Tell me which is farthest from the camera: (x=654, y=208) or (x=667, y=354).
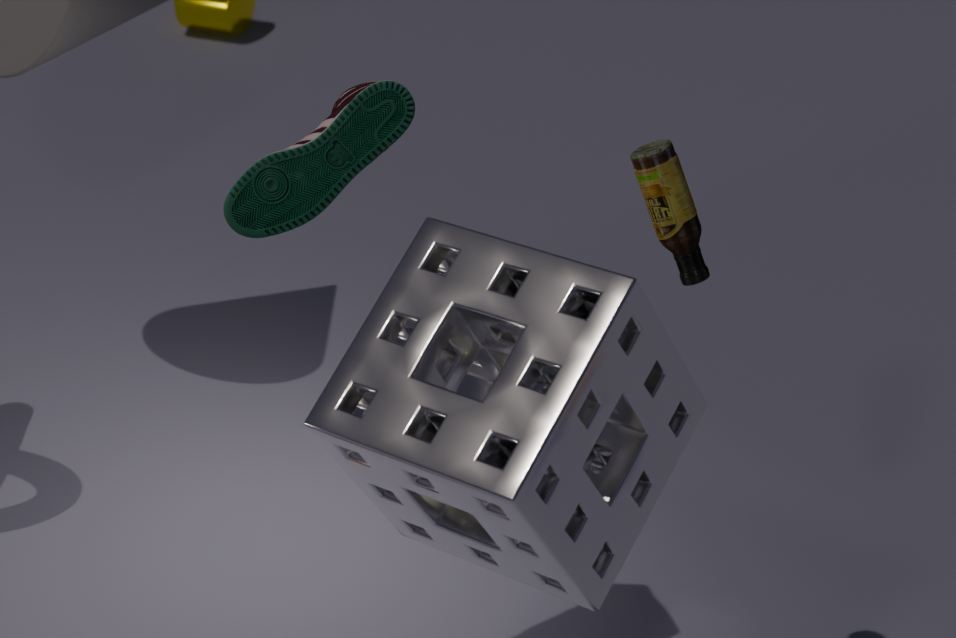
(x=654, y=208)
